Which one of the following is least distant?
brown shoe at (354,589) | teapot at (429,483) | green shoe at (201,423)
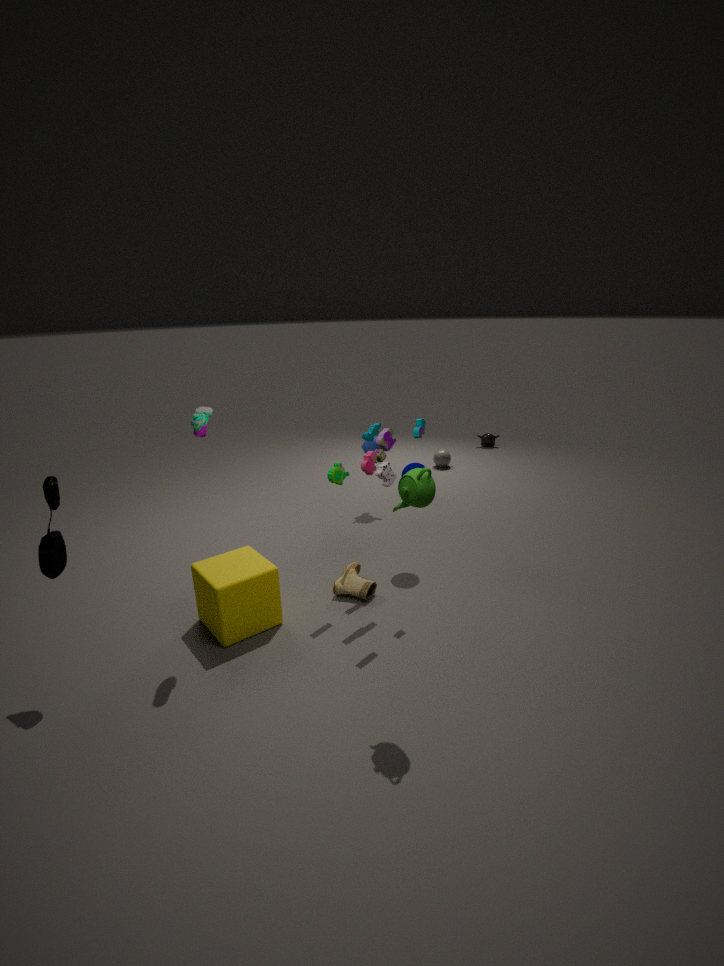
teapot at (429,483)
